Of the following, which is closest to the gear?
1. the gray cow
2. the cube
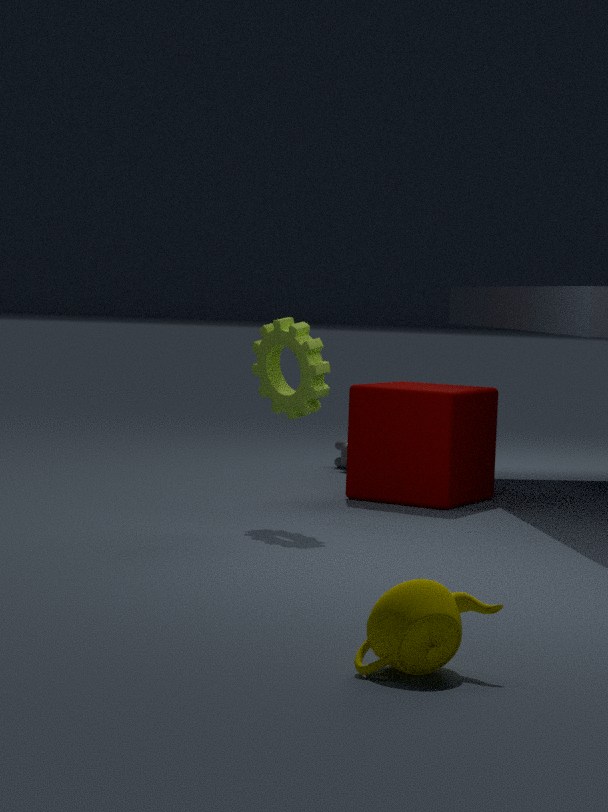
the cube
